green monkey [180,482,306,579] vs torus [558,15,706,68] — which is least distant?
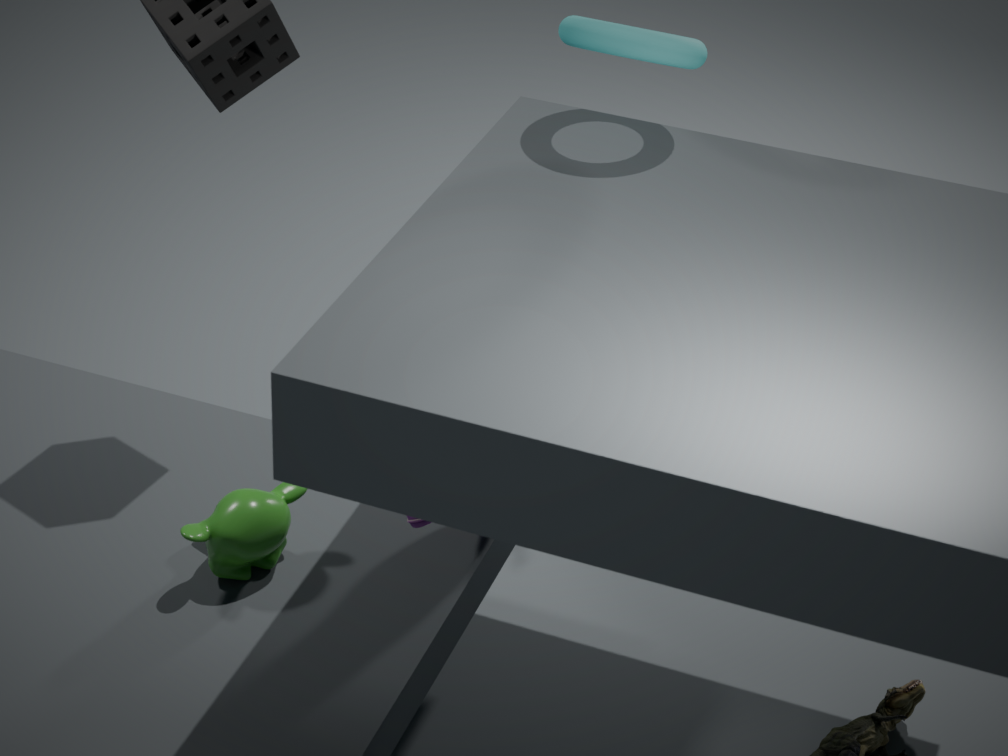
torus [558,15,706,68]
